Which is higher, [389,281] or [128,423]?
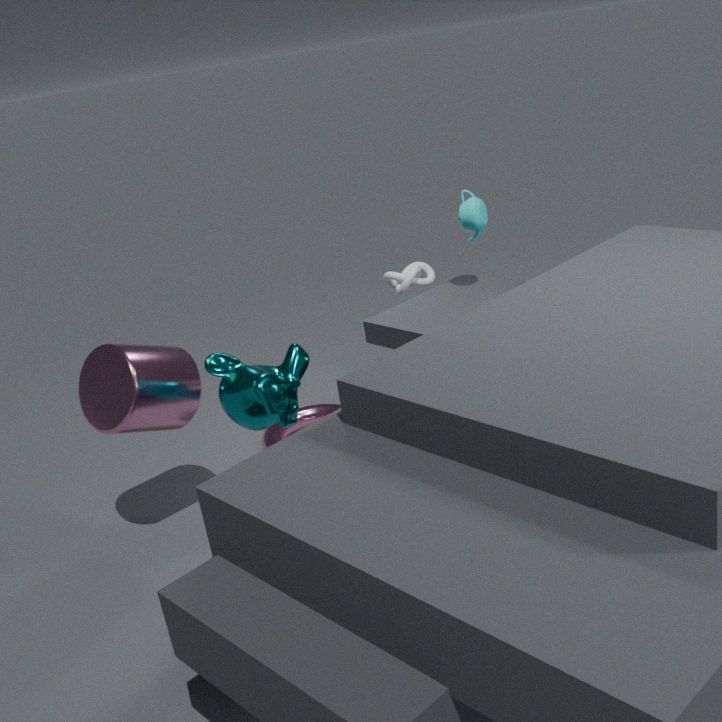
[128,423]
